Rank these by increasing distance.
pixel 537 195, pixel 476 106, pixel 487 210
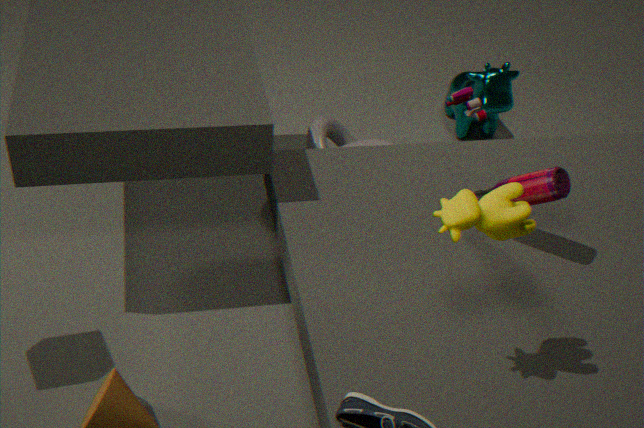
pixel 487 210 → pixel 537 195 → pixel 476 106
